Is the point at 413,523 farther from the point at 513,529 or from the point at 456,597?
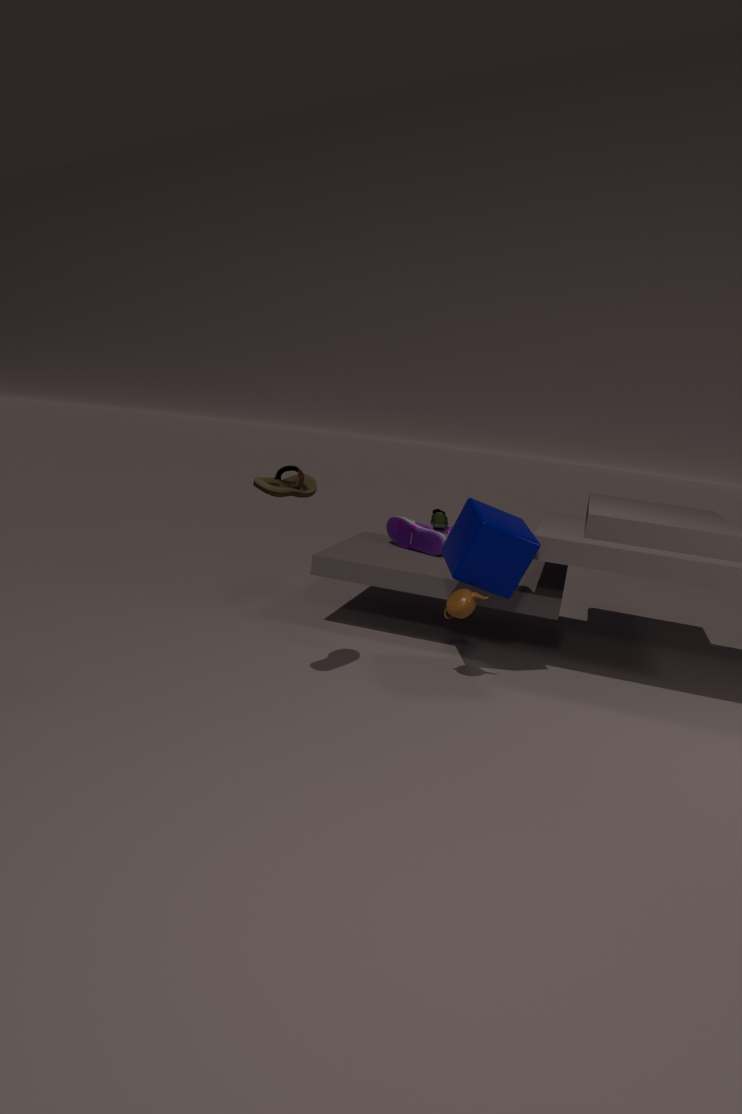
the point at 456,597
